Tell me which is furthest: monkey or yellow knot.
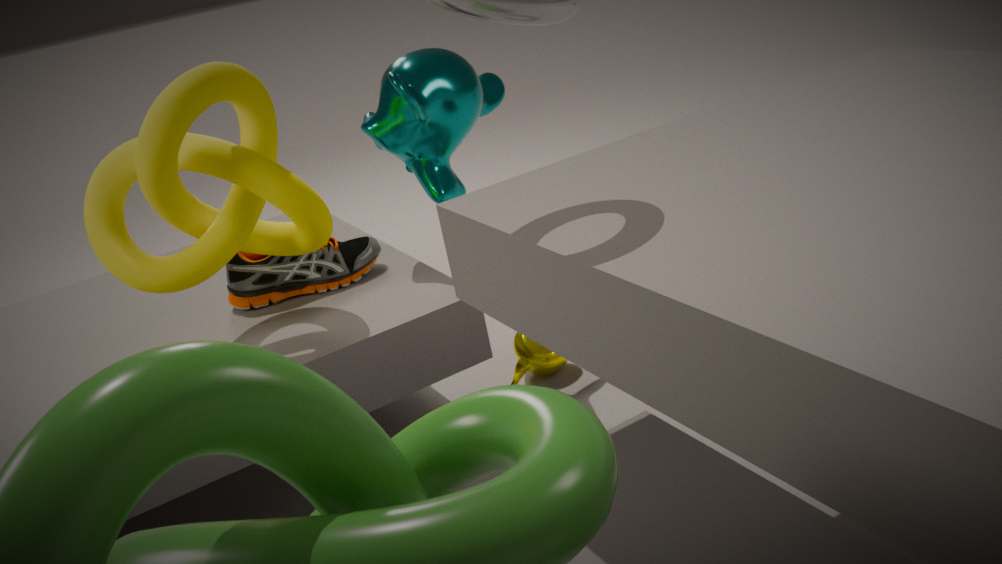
monkey
